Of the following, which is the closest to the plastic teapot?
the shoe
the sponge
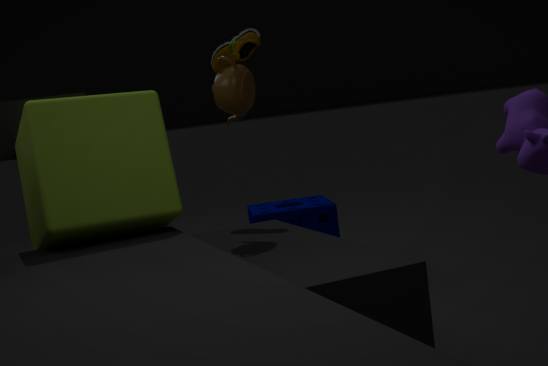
the shoe
